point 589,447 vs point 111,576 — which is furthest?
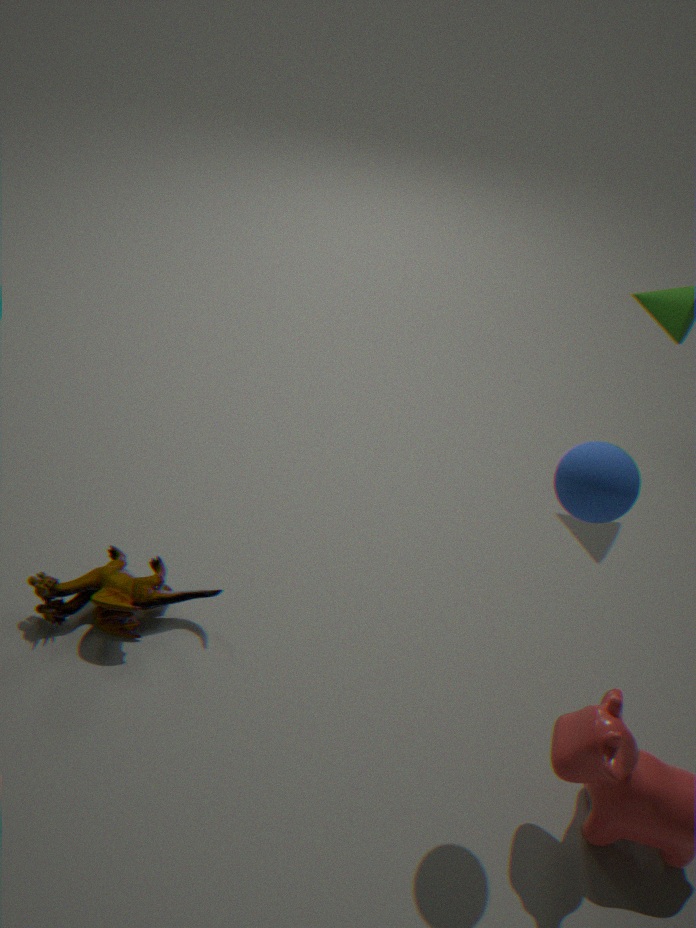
point 111,576
